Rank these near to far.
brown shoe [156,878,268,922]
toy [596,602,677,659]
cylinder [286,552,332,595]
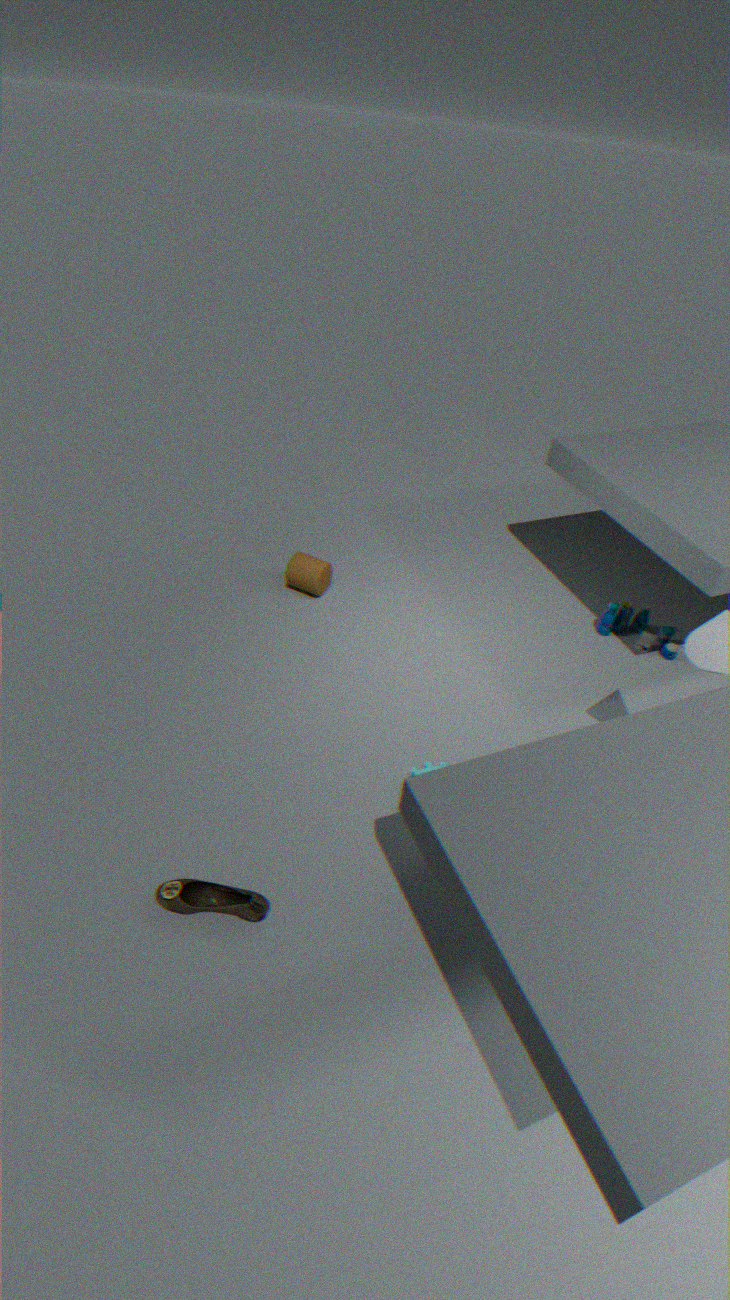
brown shoe [156,878,268,922], toy [596,602,677,659], cylinder [286,552,332,595]
